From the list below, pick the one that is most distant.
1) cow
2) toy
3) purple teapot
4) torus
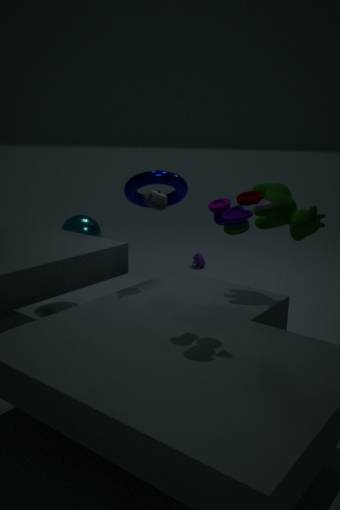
3. purple teapot
